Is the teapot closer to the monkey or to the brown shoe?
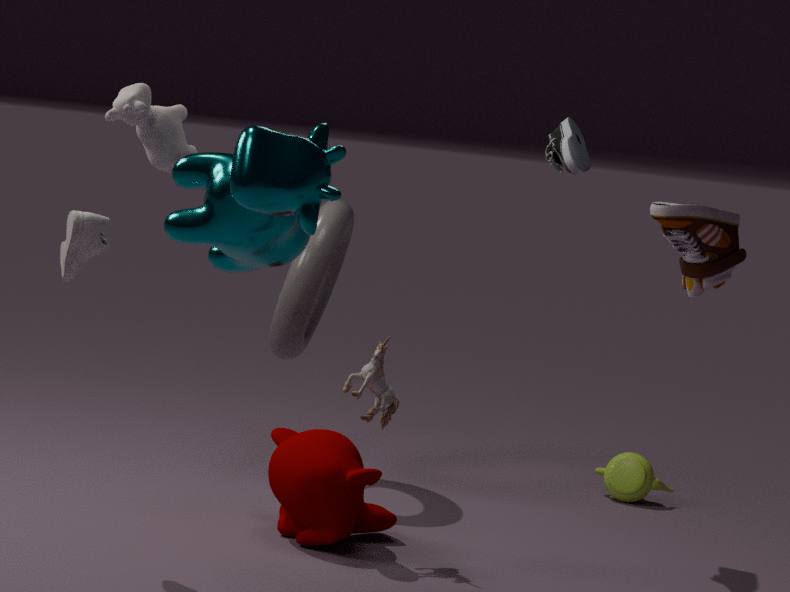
the brown shoe
